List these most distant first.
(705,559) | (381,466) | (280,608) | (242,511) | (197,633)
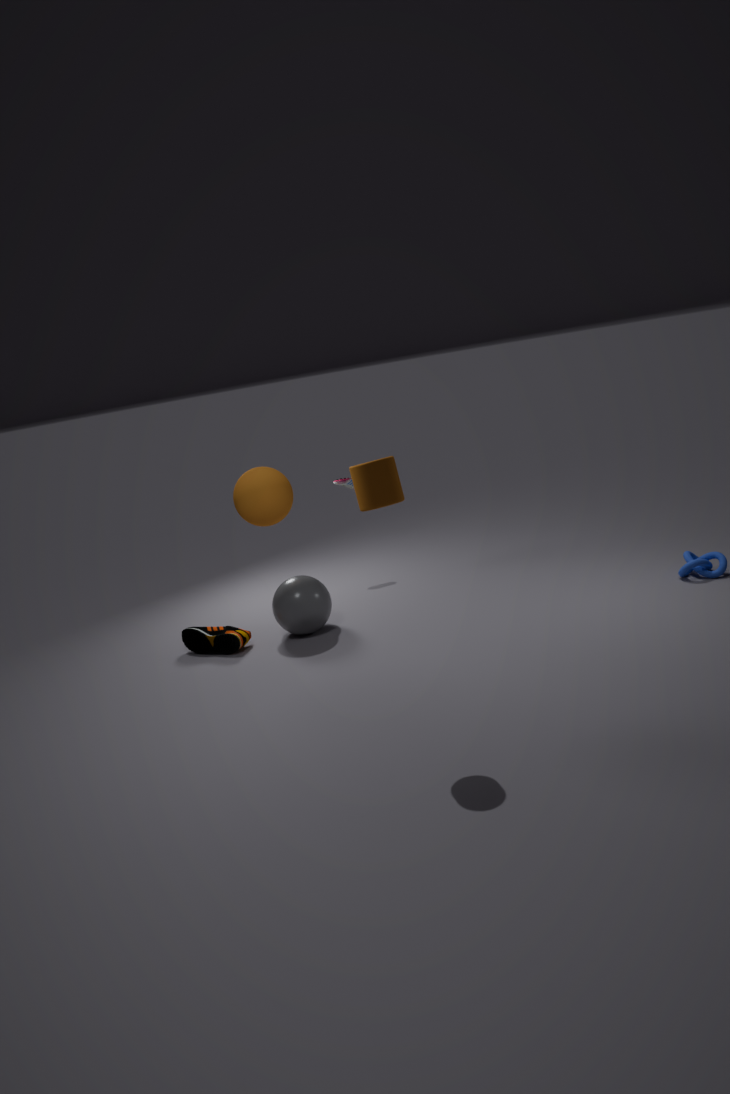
(197,633), (242,511), (280,608), (705,559), (381,466)
